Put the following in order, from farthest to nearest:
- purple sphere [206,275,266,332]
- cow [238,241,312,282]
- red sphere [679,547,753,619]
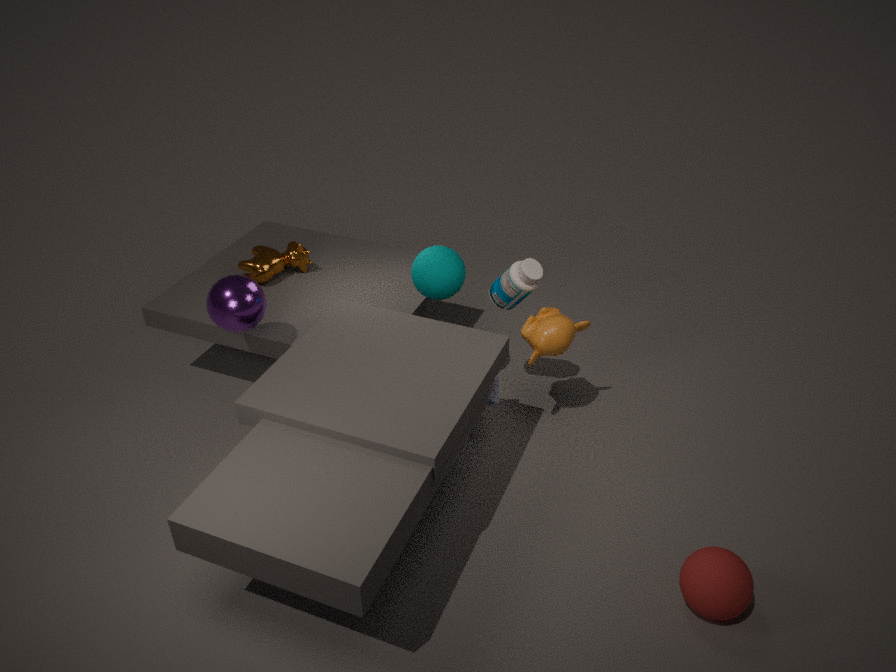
cow [238,241,312,282] < purple sphere [206,275,266,332] < red sphere [679,547,753,619]
